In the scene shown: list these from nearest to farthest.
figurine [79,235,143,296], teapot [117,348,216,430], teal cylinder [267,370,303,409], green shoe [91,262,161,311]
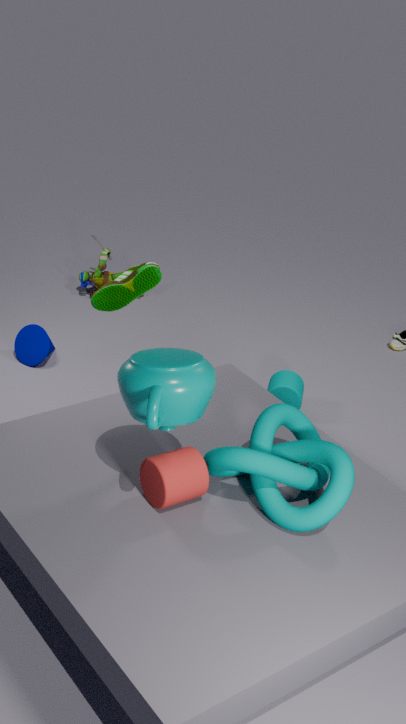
teapot [117,348,216,430] → green shoe [91,262,161,311] → teal cylinder [267,370,303,409] → figurine [79,235,143,296]
